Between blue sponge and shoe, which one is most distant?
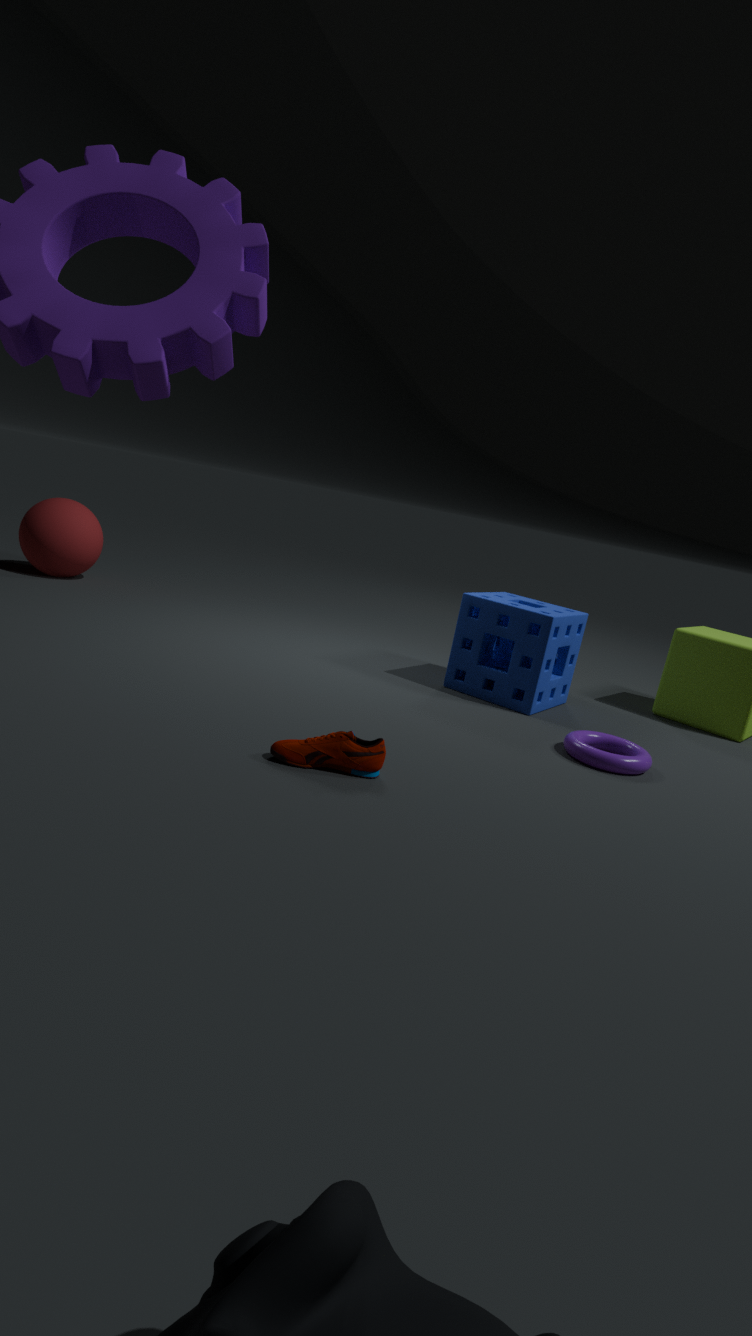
blue sponge
